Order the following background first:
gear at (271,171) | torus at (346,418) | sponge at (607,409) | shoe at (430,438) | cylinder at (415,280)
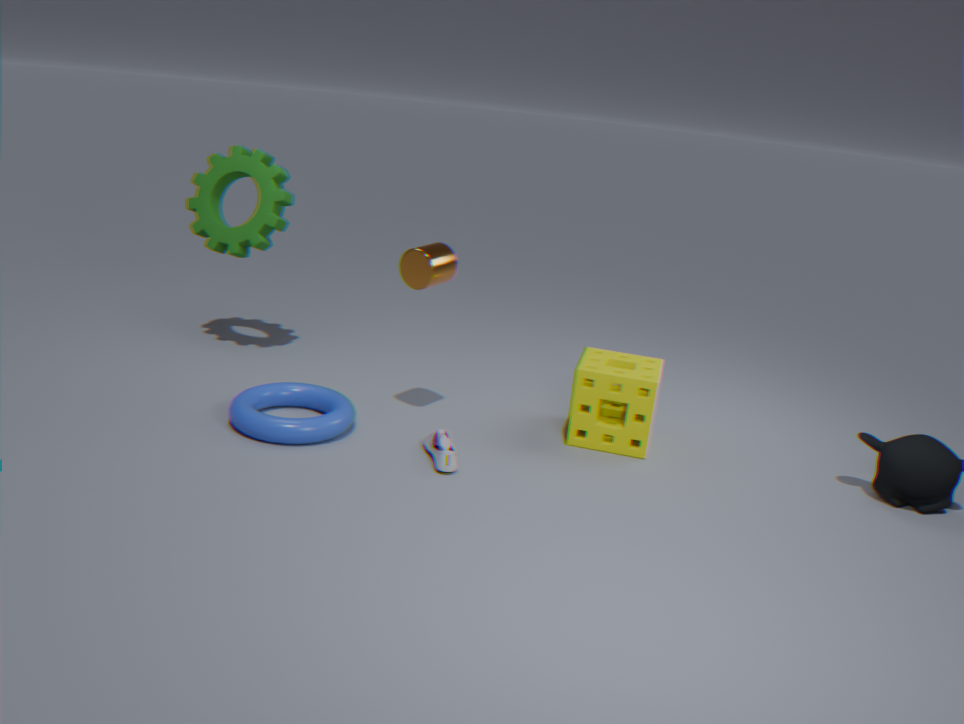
gear at (271,171) < sponge at (607,409) < cylinder at (415,280) < torus at (346,418) < shoe at (430,438)
